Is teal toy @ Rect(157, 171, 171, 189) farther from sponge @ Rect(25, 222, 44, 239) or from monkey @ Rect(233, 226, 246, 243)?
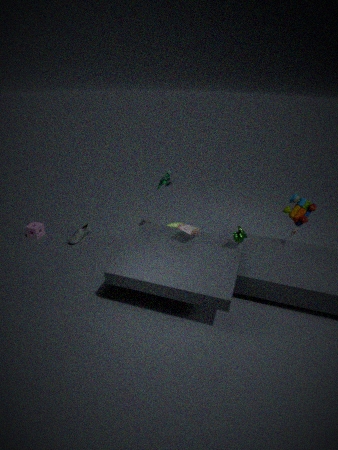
sponge @ Rect(25, 222, 44, 239)
